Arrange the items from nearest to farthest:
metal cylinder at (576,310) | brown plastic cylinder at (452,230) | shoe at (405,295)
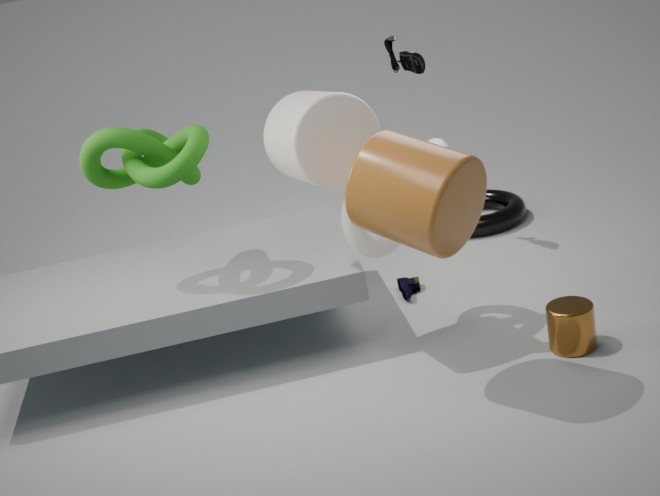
1. brown plastic cylinder at (452,230)
2. metal cylinder at (576,310)
3. shoe at (405,295)
